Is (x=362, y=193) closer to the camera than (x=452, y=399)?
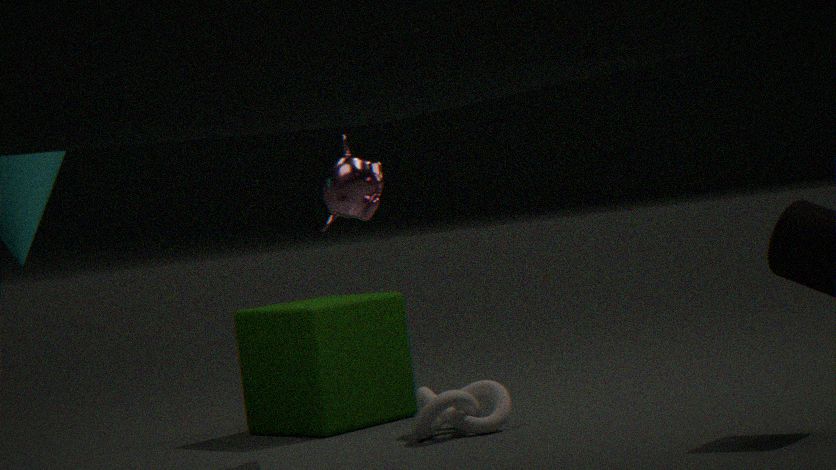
No
